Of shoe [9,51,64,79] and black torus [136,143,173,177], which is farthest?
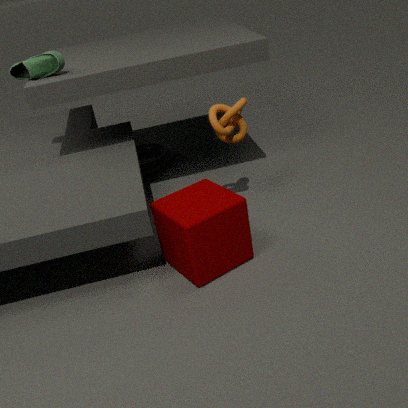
black torus [136,143,173,177]
